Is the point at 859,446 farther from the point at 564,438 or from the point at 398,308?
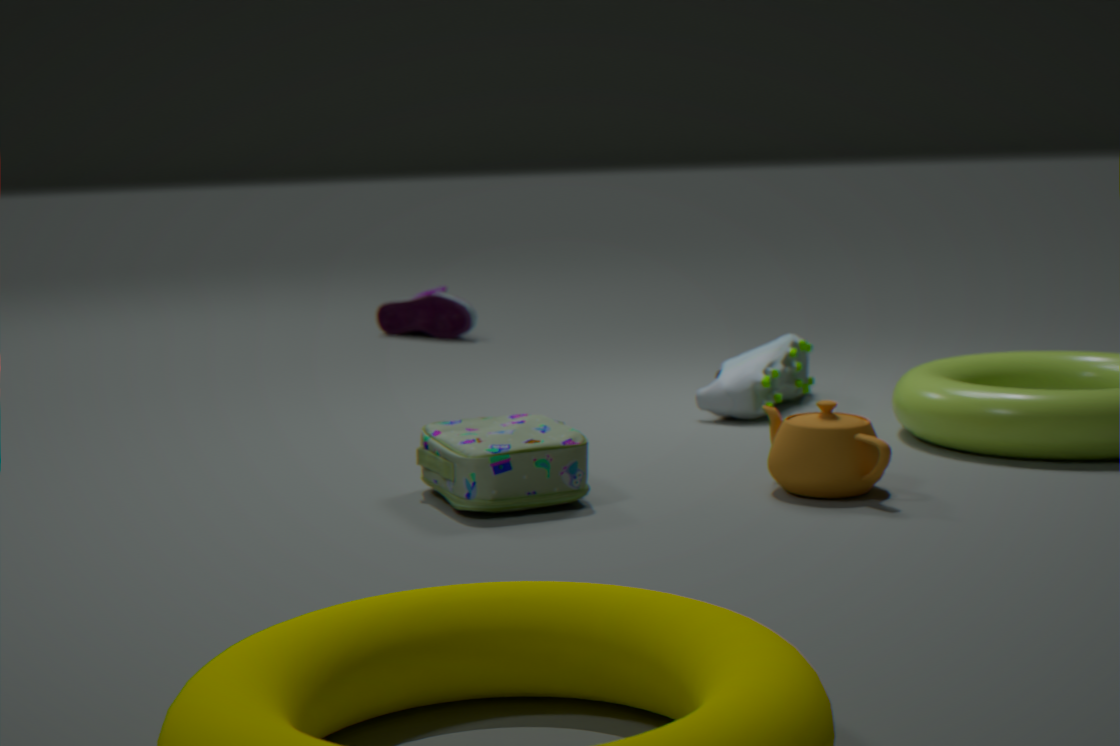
the point at 398,308
